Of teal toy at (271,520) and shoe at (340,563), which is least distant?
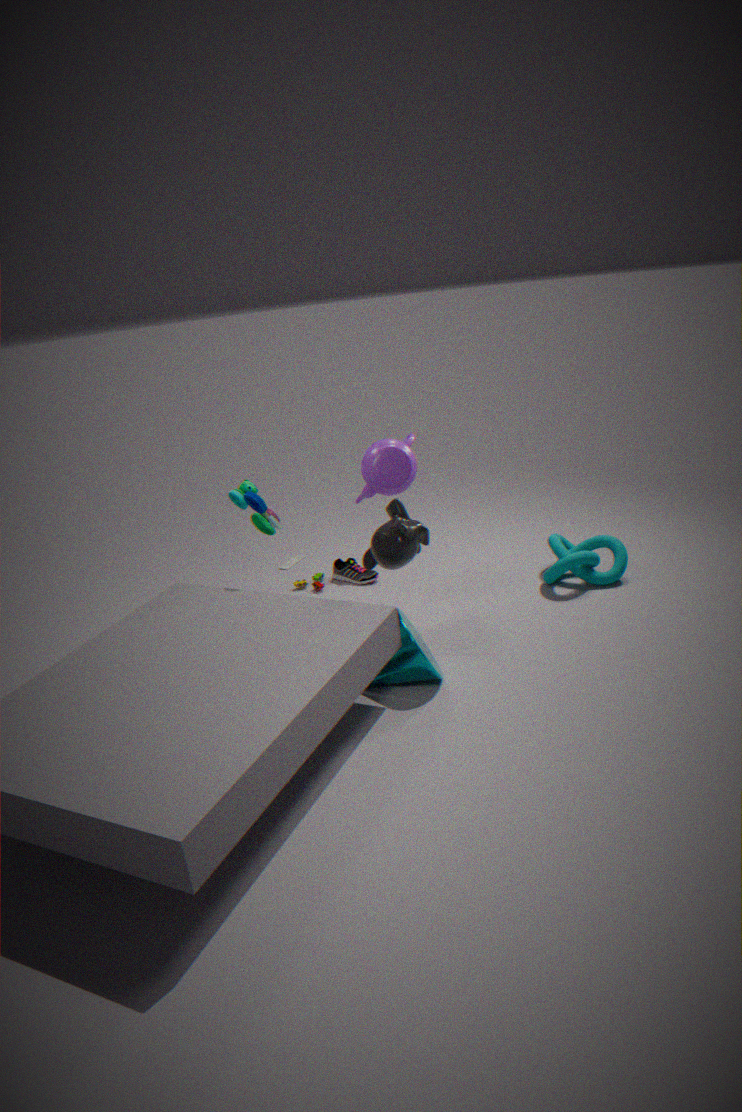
teal toy at (271,520)
